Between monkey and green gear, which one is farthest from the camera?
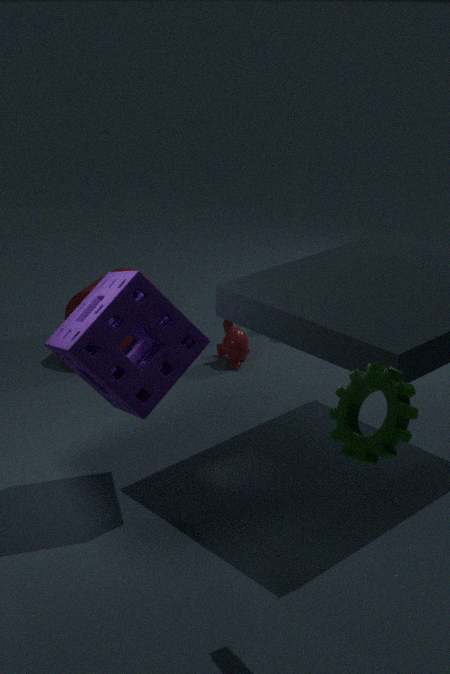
monkey
